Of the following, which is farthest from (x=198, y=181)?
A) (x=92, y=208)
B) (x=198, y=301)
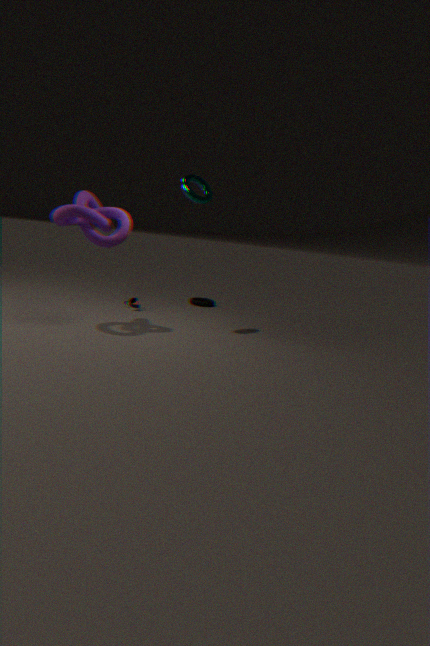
(x=198, y=301)
